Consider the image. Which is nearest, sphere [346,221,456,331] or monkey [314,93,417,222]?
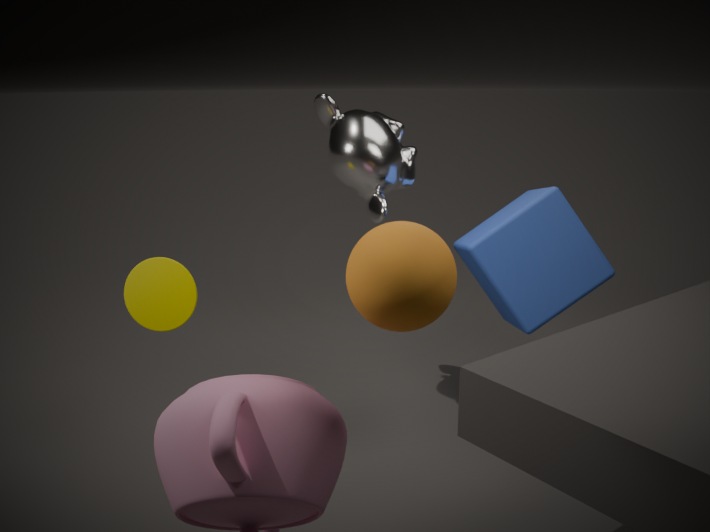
sphere [346,221,456,331]
